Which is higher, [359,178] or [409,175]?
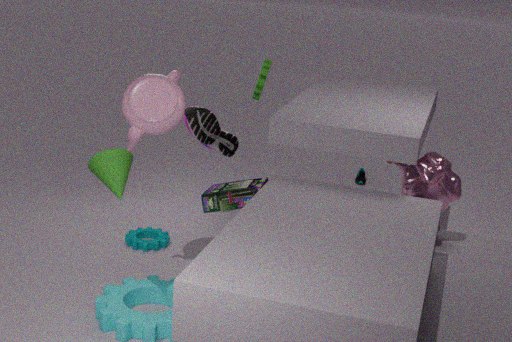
[409,175]
